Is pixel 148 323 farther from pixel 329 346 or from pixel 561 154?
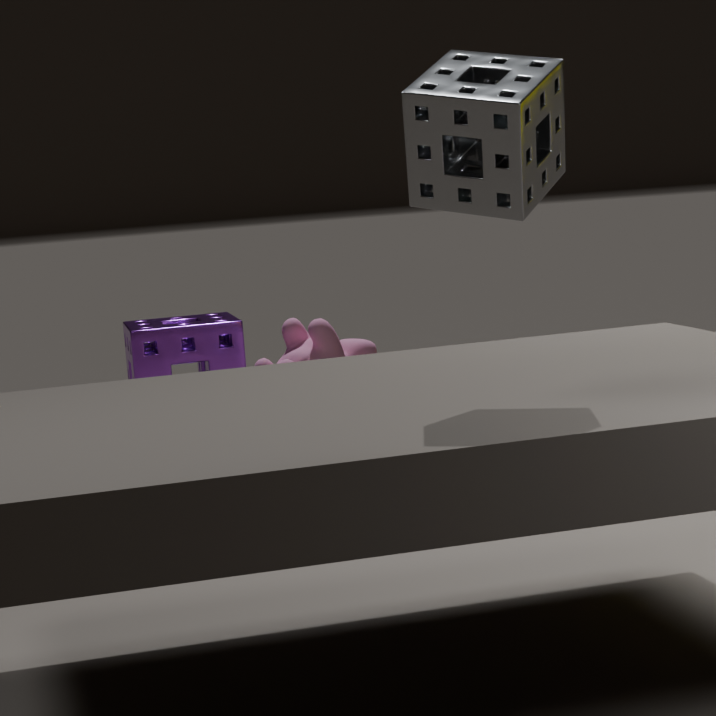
pixel 561 154
